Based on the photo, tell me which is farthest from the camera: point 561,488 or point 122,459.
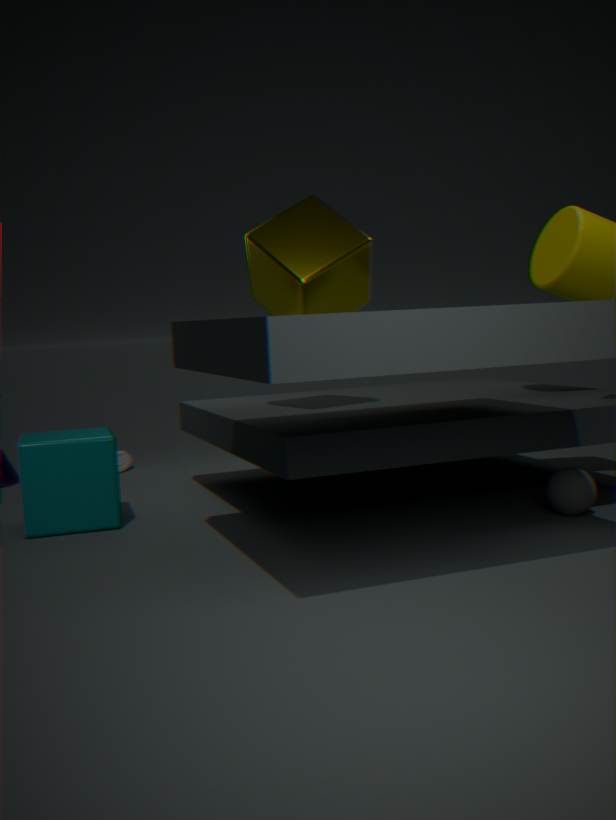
point 122,459
